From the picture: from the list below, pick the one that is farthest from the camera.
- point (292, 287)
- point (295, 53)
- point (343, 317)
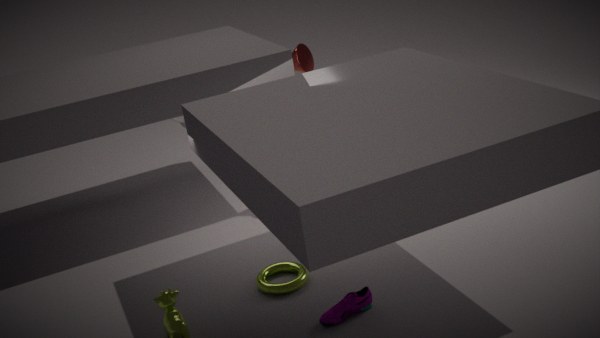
point (295, 53)
